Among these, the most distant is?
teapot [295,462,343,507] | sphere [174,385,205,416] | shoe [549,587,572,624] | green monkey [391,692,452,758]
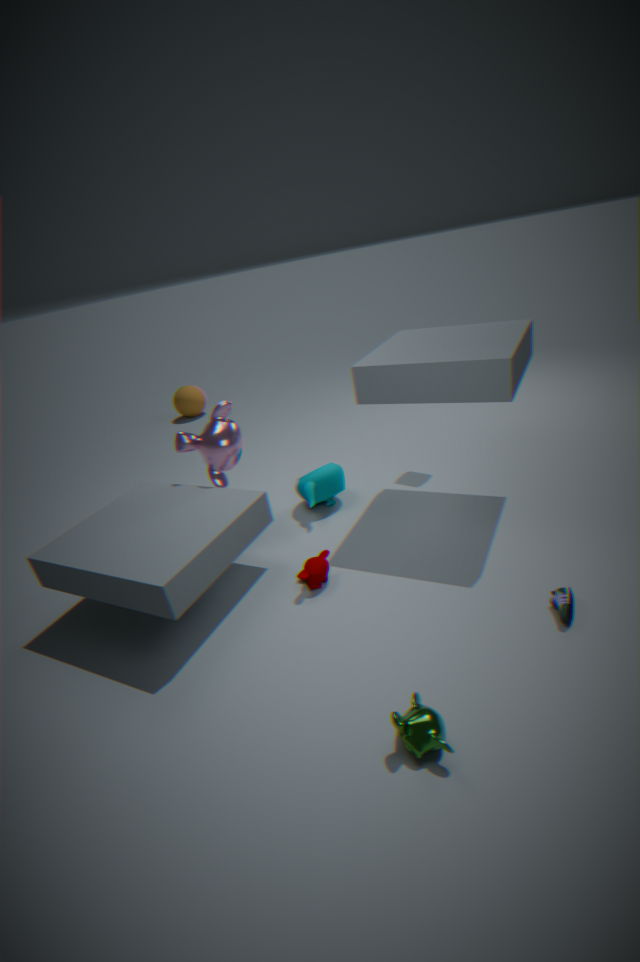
sphere [174,385,205,416]
